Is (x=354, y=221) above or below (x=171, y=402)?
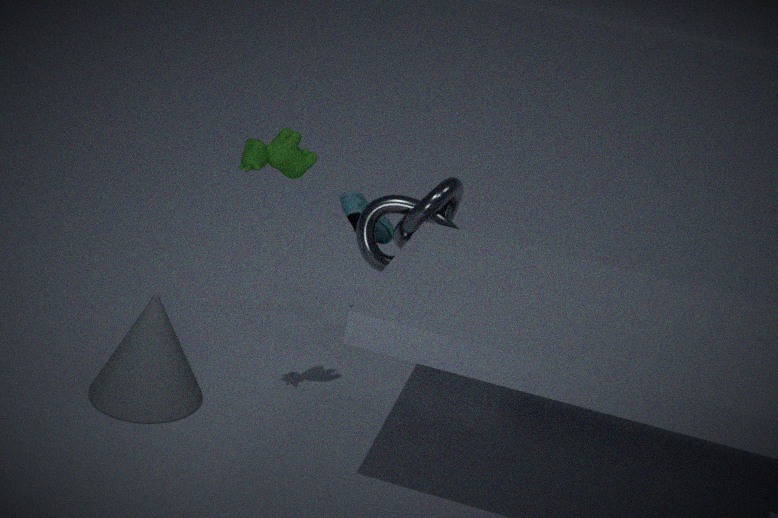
above
